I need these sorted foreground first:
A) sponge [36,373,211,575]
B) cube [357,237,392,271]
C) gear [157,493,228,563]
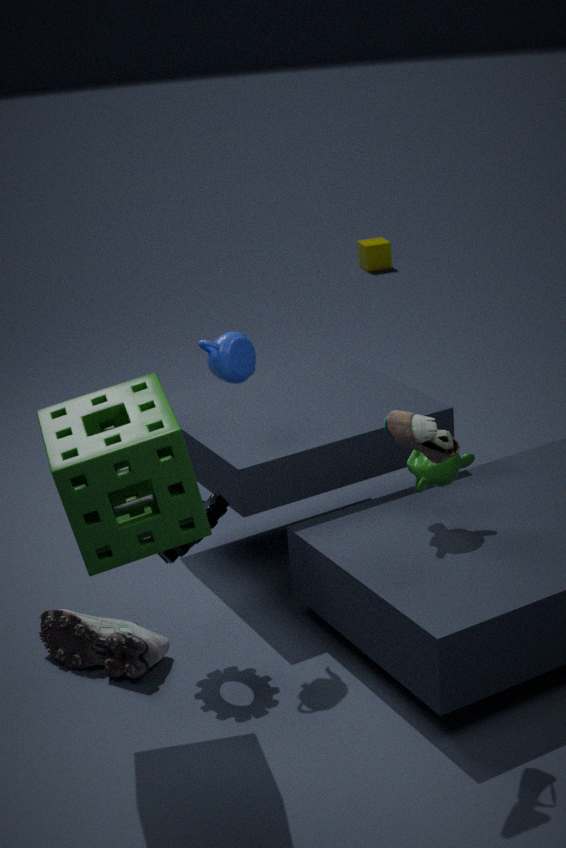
sponge [36,373,211,575] < gear [157,493,228,563] < cube [357,237,392,271]
